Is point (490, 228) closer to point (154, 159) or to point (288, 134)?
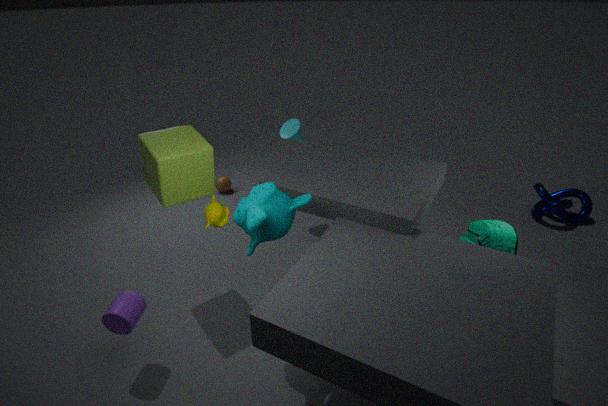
point (288, 134)
